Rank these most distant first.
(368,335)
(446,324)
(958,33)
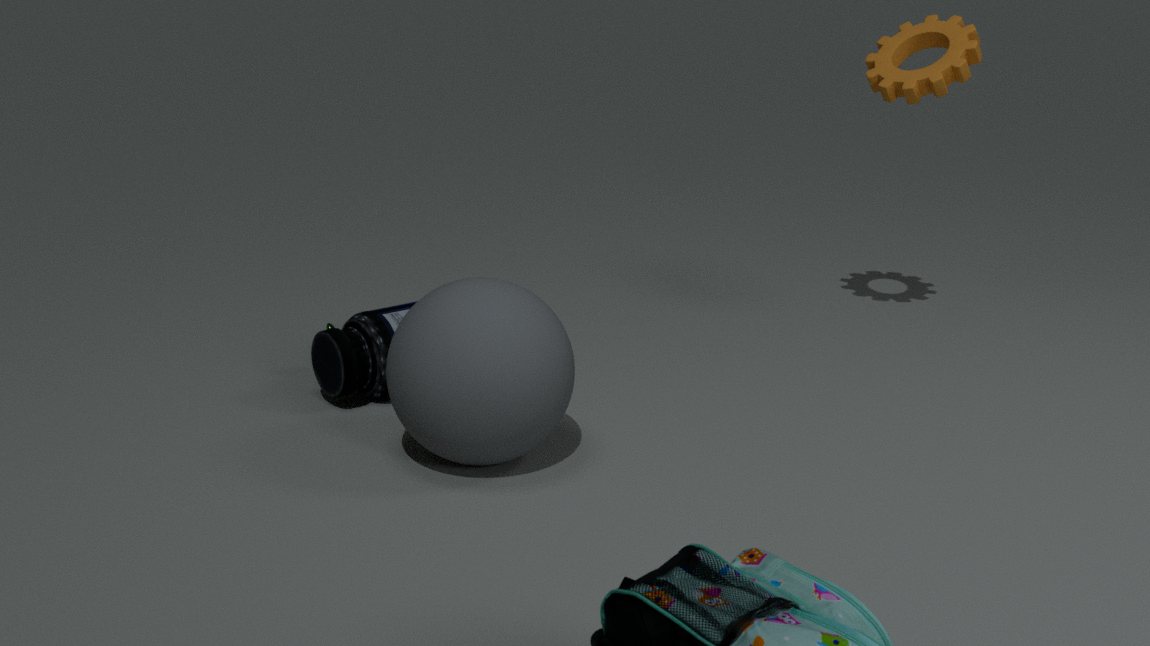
(958,33) < (368,335) < (446,324)
